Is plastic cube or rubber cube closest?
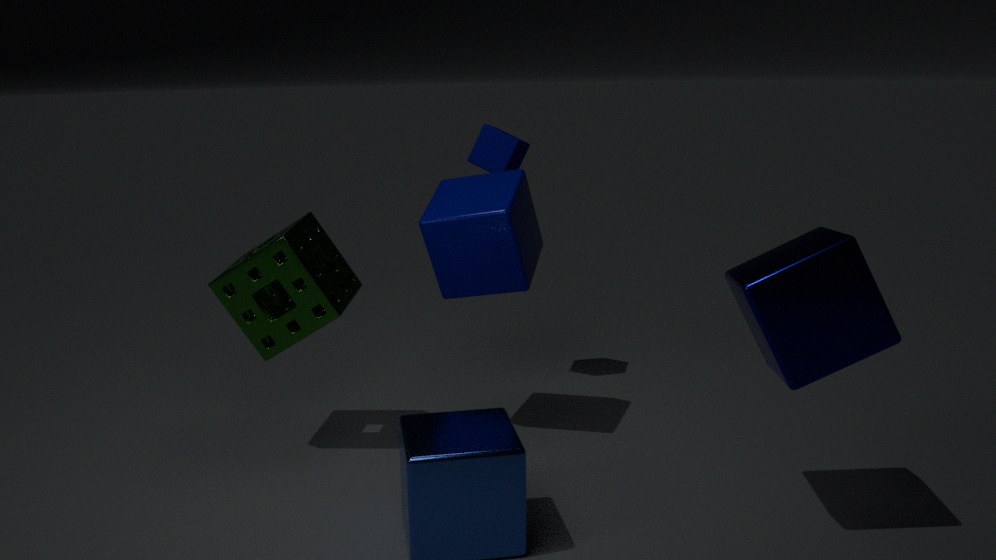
plastic cube
